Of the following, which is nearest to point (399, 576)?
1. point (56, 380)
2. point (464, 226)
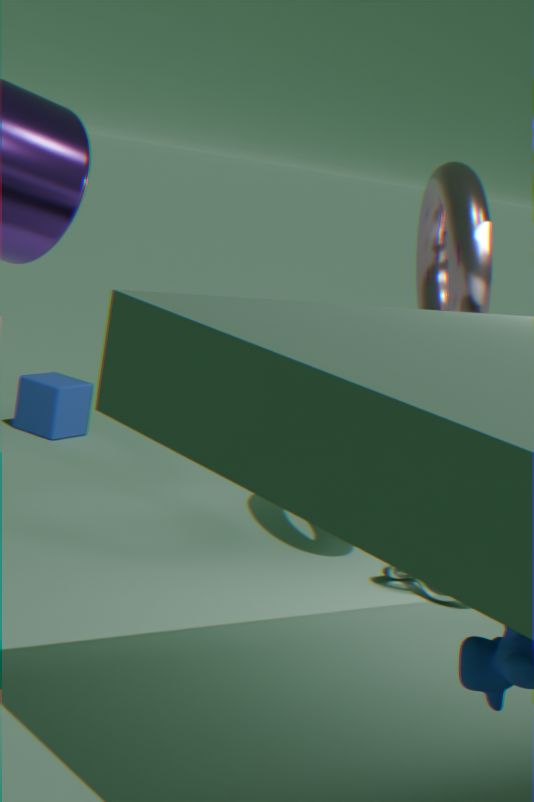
point (464, 226)
